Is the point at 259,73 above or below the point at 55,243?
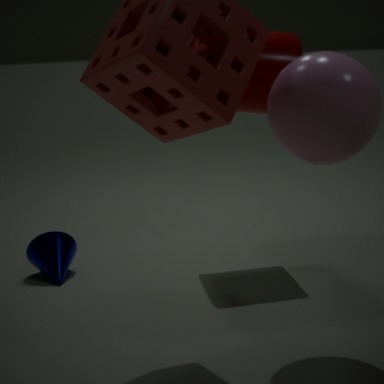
above
